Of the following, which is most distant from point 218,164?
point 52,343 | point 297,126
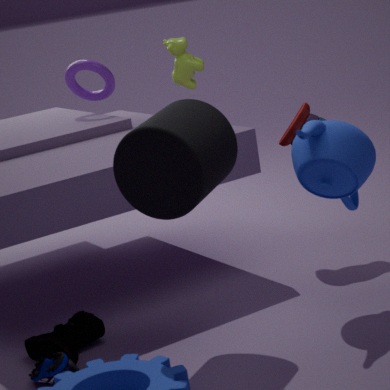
point 297,126
